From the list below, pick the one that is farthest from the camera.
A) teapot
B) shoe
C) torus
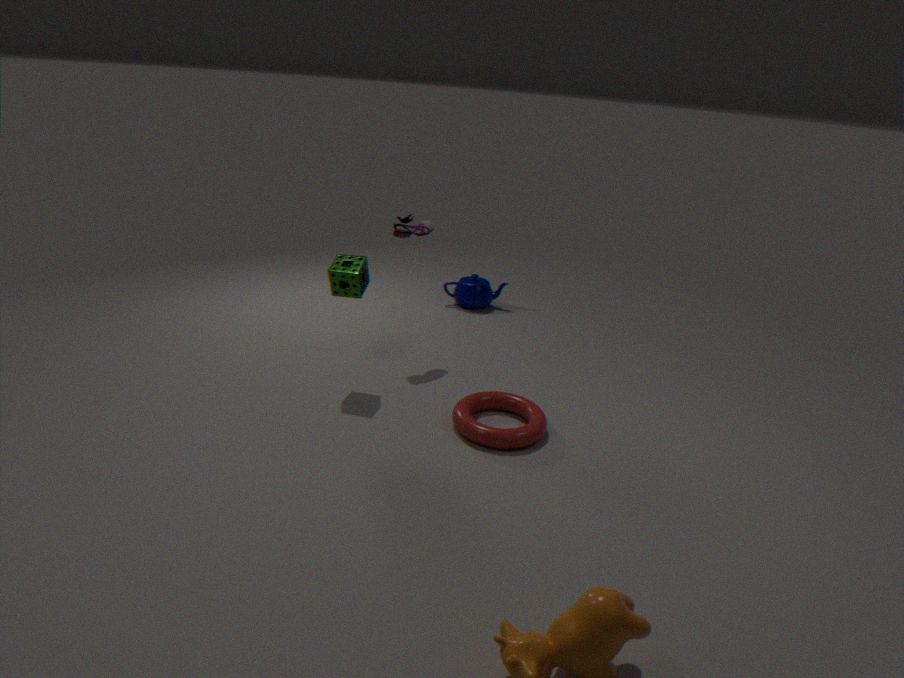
teapot
